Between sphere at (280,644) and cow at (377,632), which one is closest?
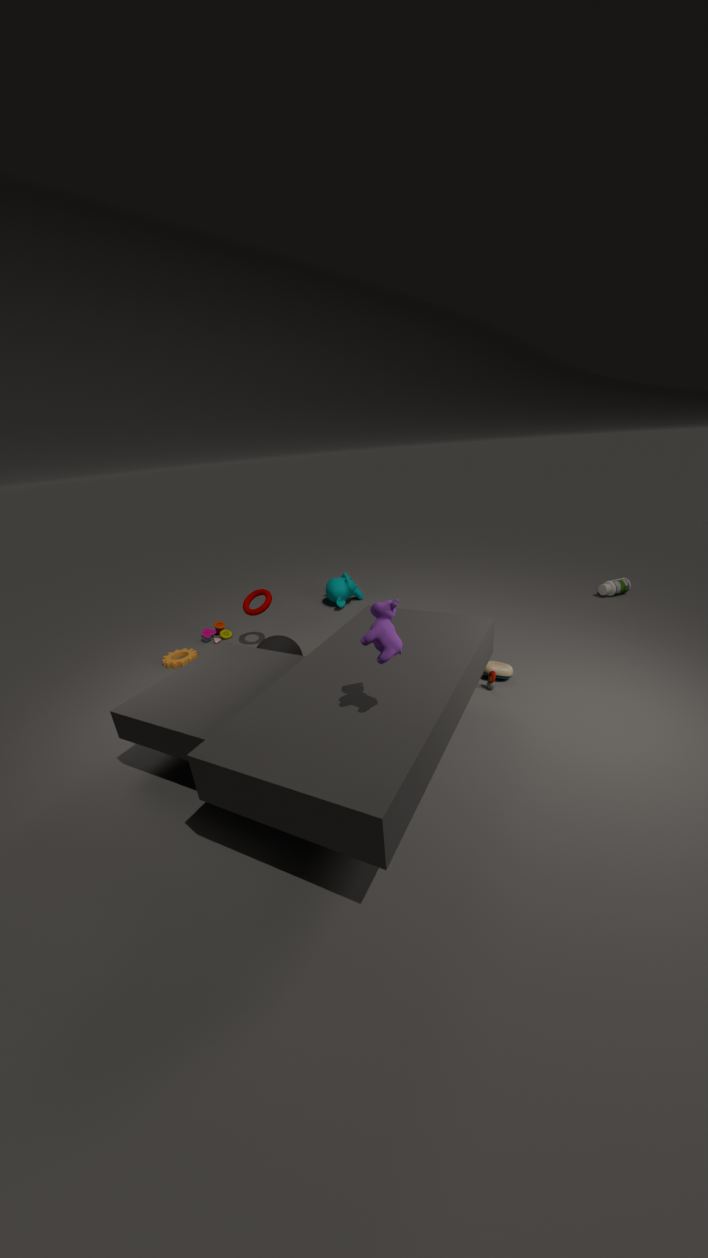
cow at (377,632)
